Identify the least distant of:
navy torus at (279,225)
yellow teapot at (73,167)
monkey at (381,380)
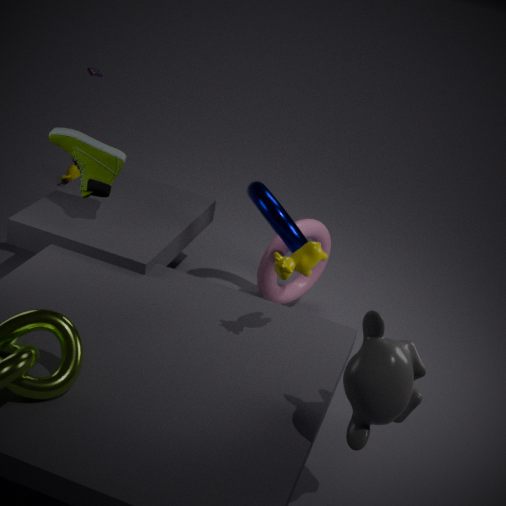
monkey at (381,380)
